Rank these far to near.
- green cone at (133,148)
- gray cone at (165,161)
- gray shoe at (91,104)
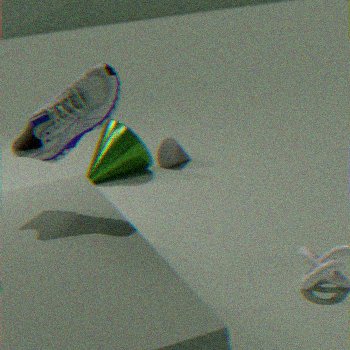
gray cone at (165,161) → green cone at (133,148) → gray shoe at (91,104)
